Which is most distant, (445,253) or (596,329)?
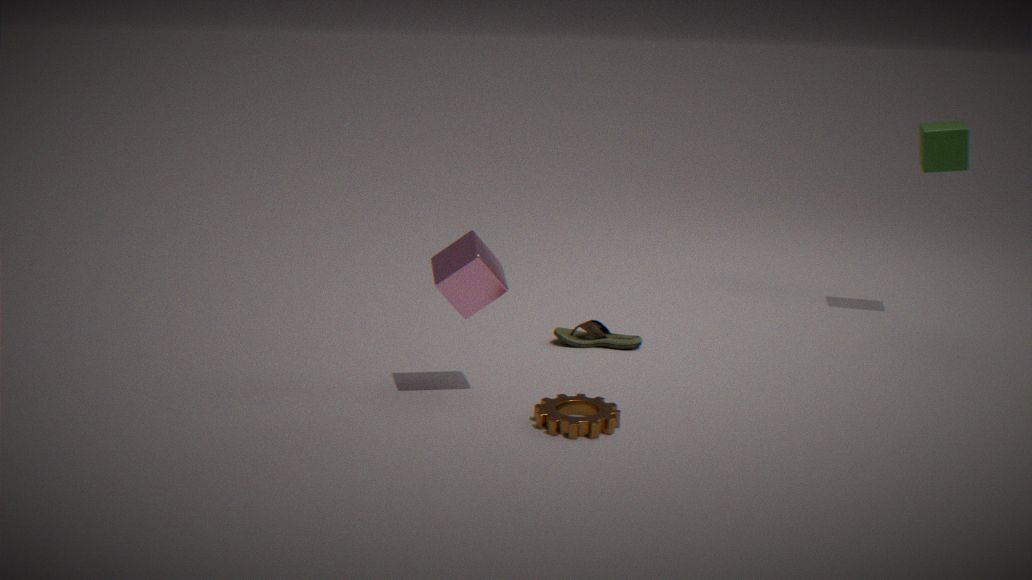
(596,329)
